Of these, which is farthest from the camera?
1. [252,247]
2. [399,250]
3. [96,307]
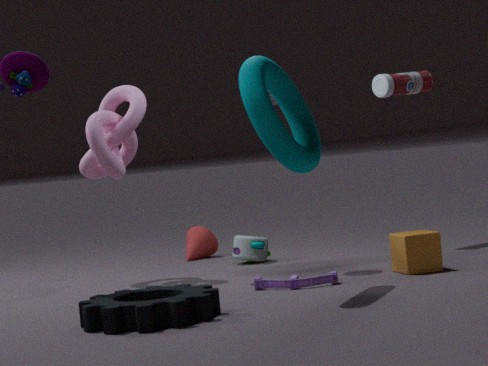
[252,247]
